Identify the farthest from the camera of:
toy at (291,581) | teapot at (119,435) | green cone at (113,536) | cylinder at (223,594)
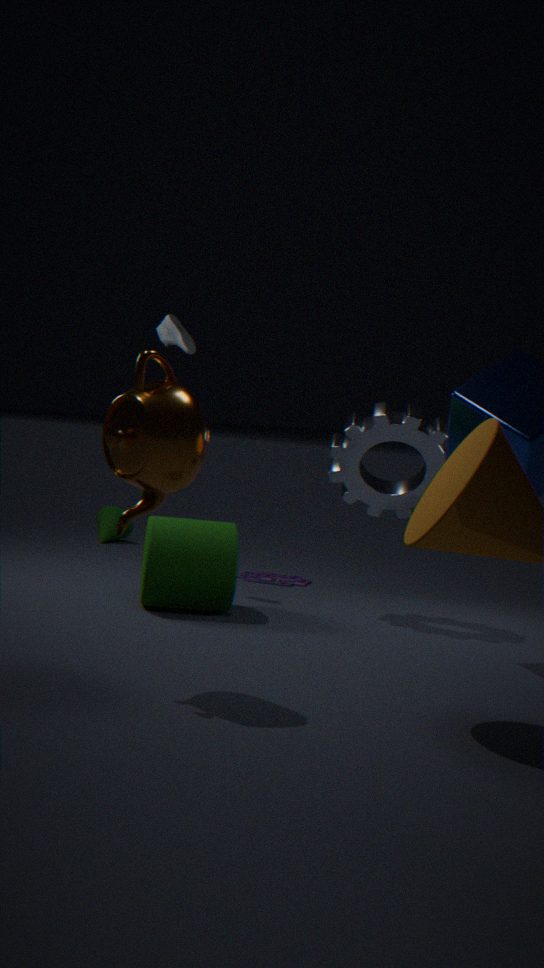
green cone at (113,536)
